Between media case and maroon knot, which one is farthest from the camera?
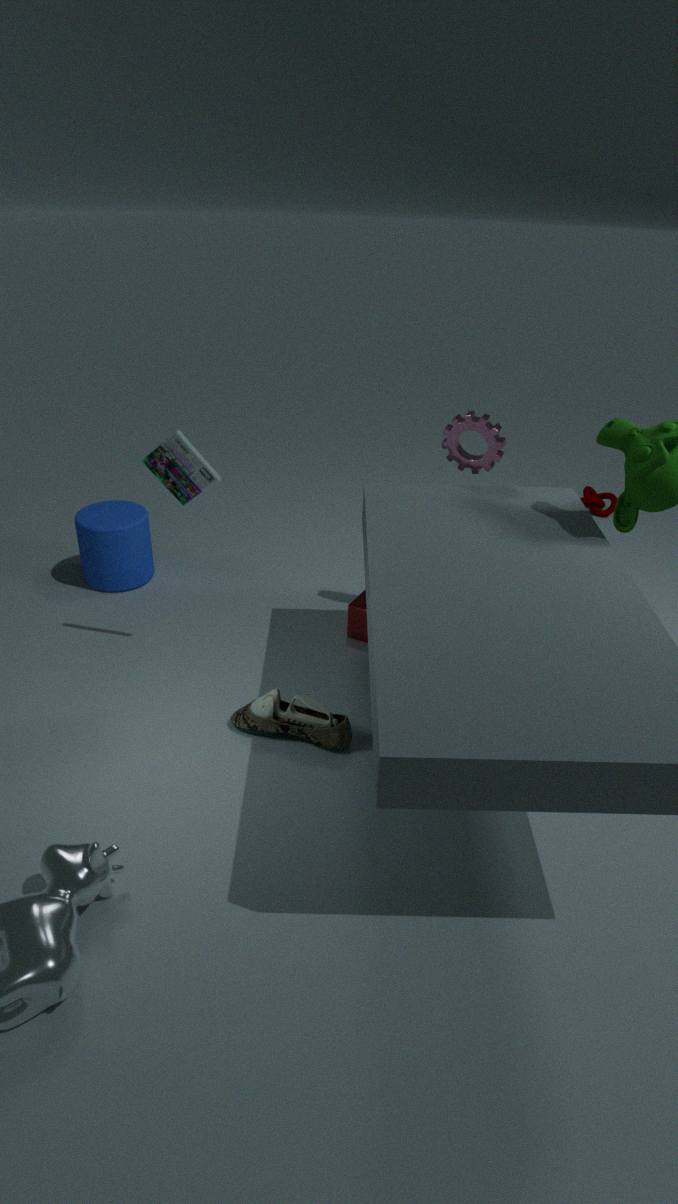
maroon knot
